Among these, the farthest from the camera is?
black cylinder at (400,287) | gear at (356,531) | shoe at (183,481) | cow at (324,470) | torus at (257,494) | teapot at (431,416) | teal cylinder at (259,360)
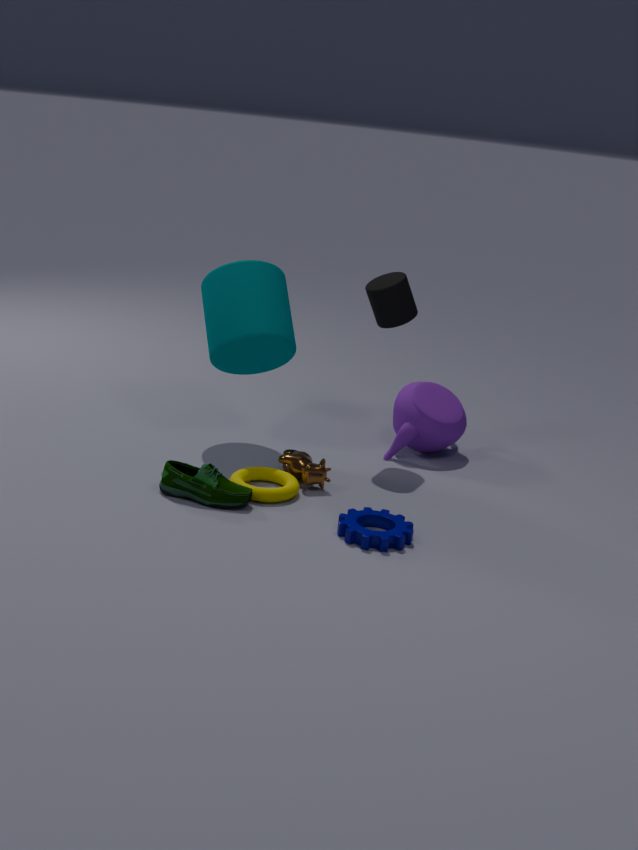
teapot at (431,416)
